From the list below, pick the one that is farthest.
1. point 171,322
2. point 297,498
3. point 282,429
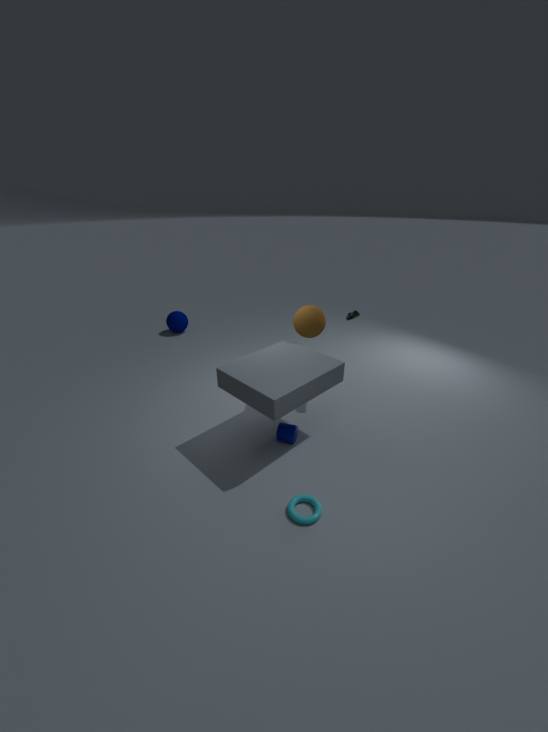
point 171,322
